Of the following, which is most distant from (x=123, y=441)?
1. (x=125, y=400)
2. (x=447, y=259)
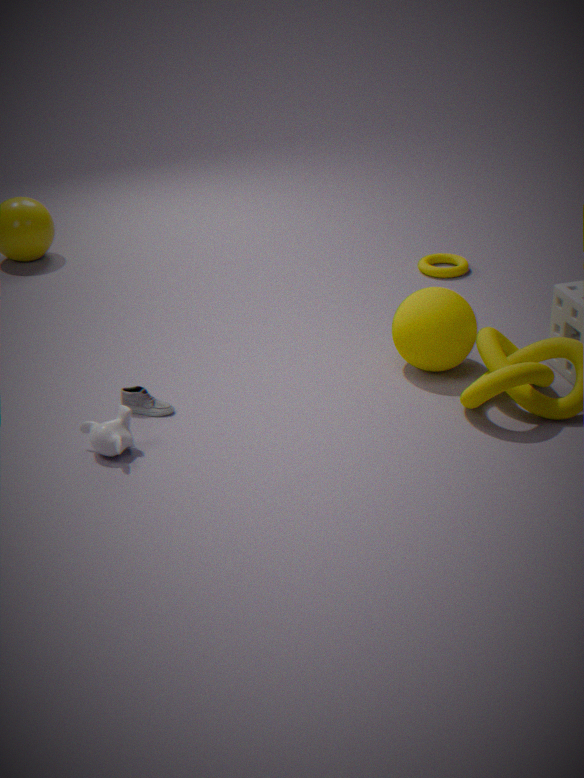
(x=447, y=259)
